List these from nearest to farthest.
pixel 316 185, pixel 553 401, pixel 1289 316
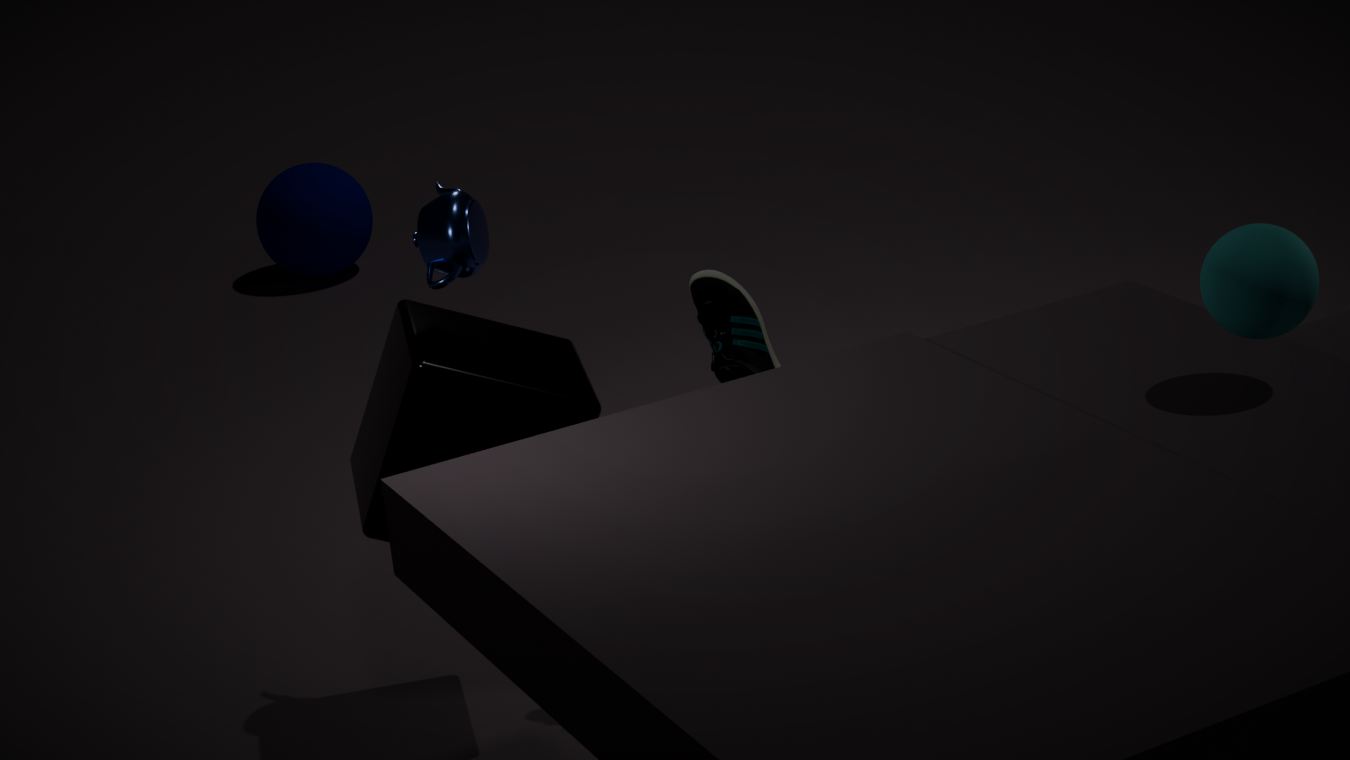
pixel 1289 316 → pixel 553 401 → pixel 316 185
